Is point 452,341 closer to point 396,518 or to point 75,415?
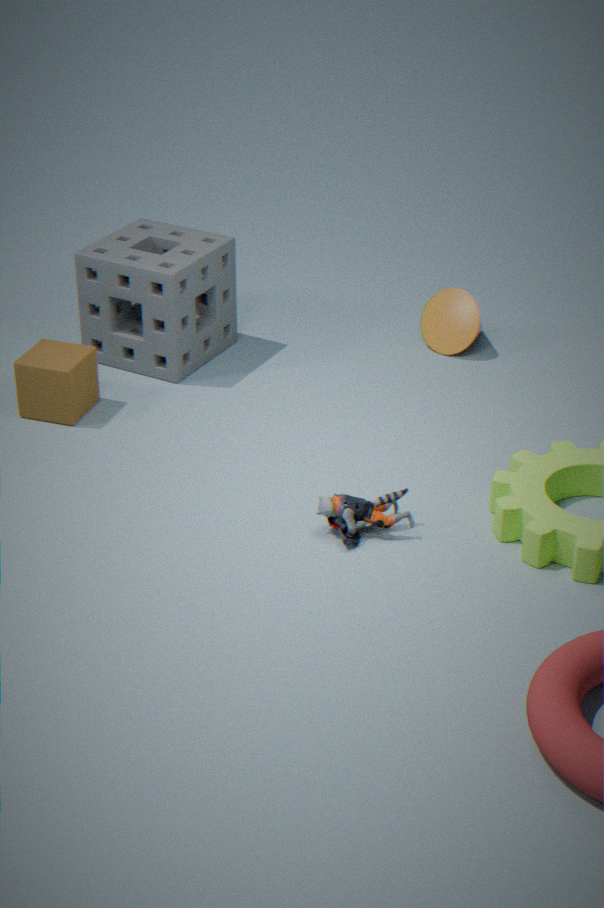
point 396,518
